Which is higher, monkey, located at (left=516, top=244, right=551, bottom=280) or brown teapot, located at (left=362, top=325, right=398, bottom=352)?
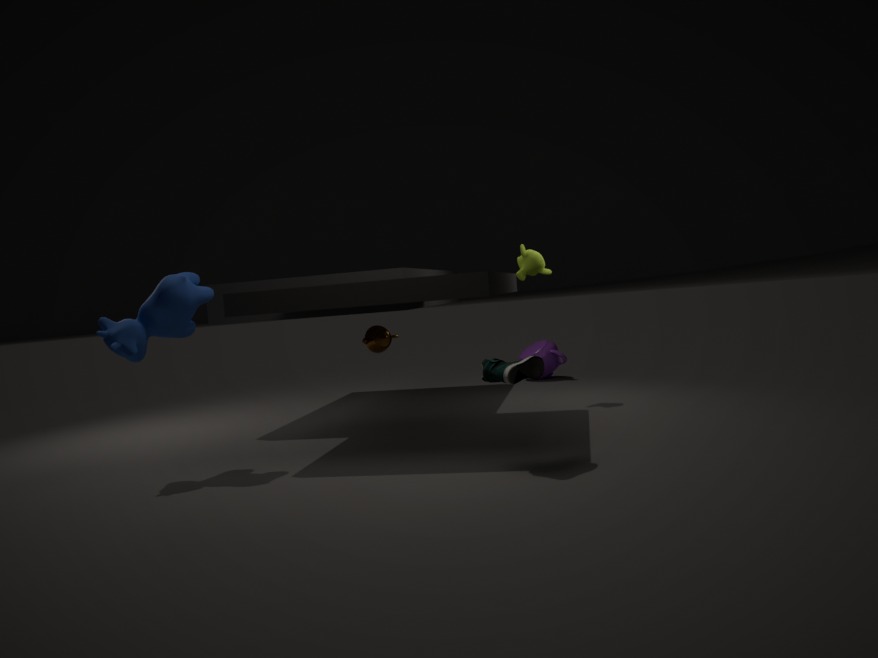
monkey, located at (left=516, top=244, right=551, bottom=280)
